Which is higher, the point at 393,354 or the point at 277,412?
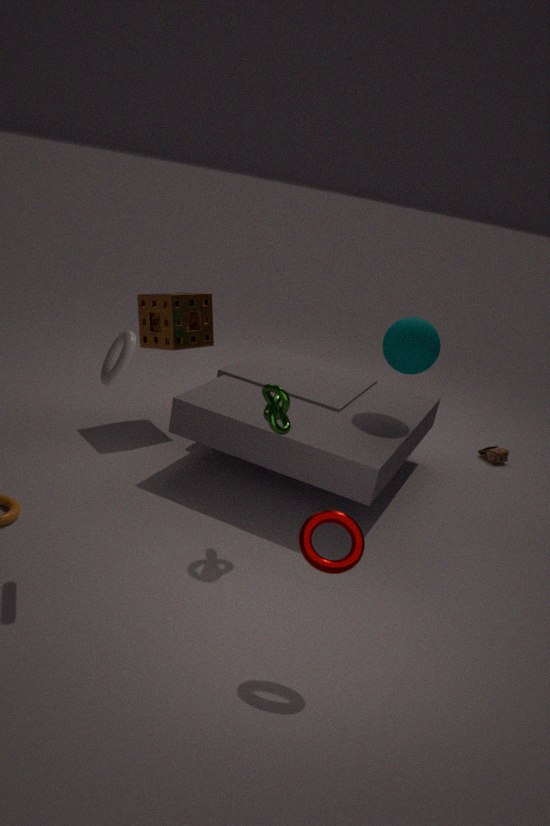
the point at 393,354
